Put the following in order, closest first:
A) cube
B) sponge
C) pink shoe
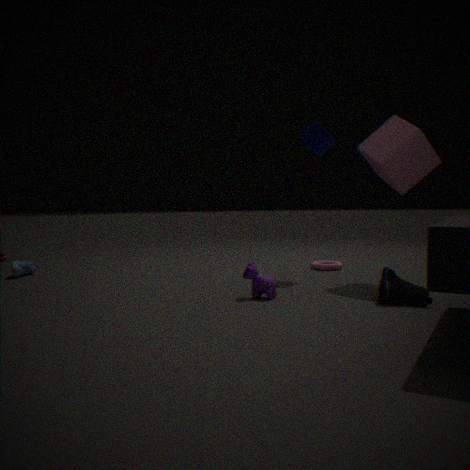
1. pink shoe
2. cube
3. sponge
